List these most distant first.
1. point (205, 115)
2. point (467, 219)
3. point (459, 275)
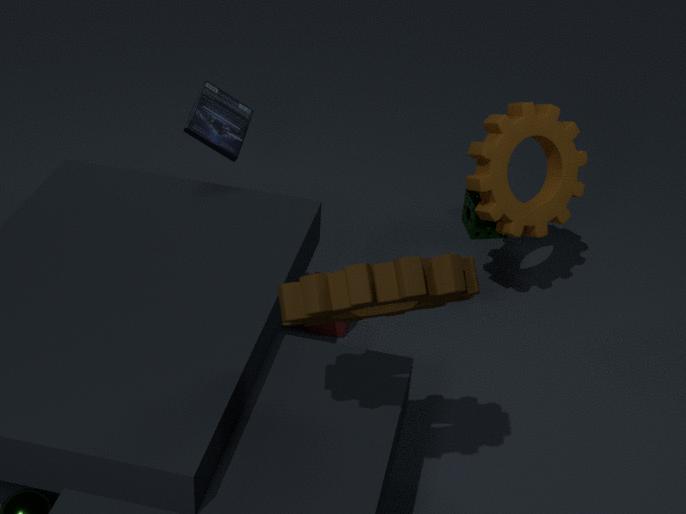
1. point (467, 219)
2. point (205, 115)
3. point (459, 275)
